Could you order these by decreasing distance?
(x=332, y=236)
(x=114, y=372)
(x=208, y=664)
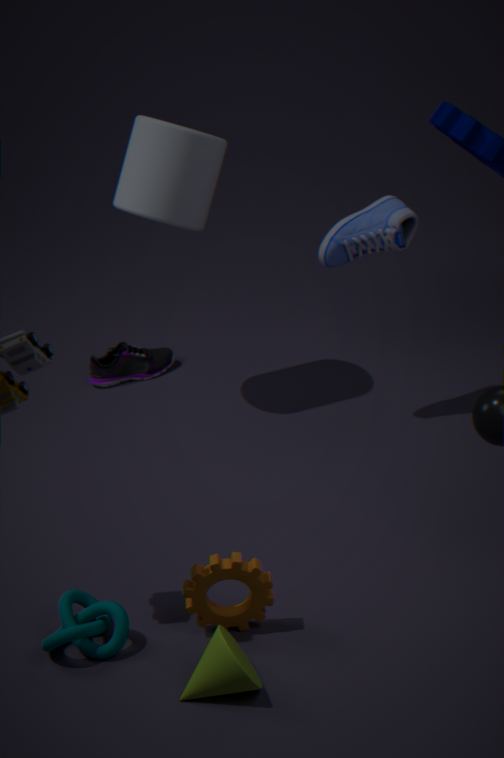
(x=114, y=372) < (x=332, y=236) < (x=208, y=664)
